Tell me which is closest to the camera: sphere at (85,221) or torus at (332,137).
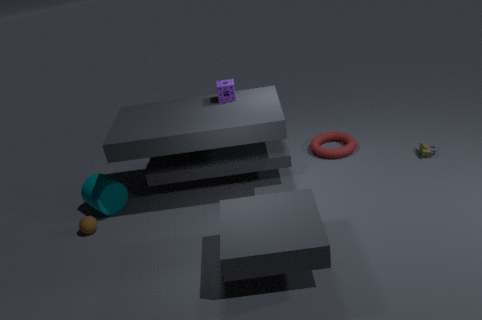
sphere at (85,221)
